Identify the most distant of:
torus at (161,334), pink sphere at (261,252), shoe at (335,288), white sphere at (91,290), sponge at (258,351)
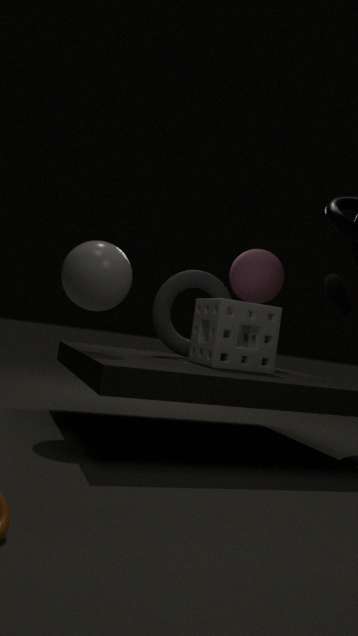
pink sphere at (261,252)
